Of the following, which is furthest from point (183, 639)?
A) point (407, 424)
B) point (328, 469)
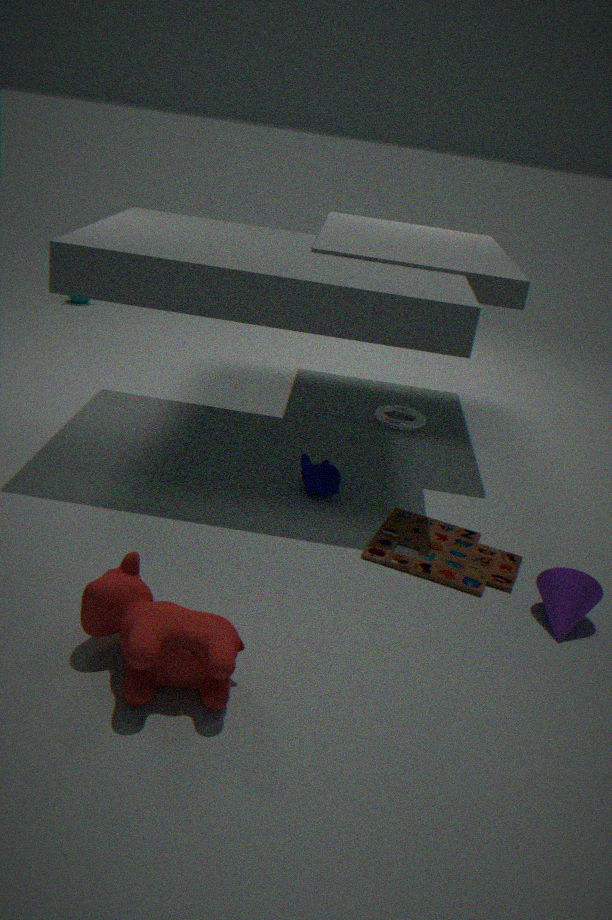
point (407, 424)
